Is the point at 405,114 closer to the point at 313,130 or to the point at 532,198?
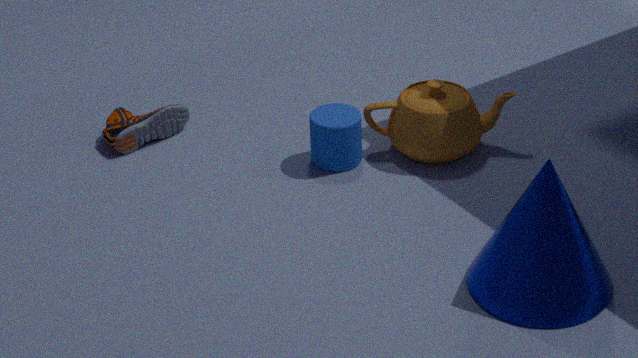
the point at 313,130
